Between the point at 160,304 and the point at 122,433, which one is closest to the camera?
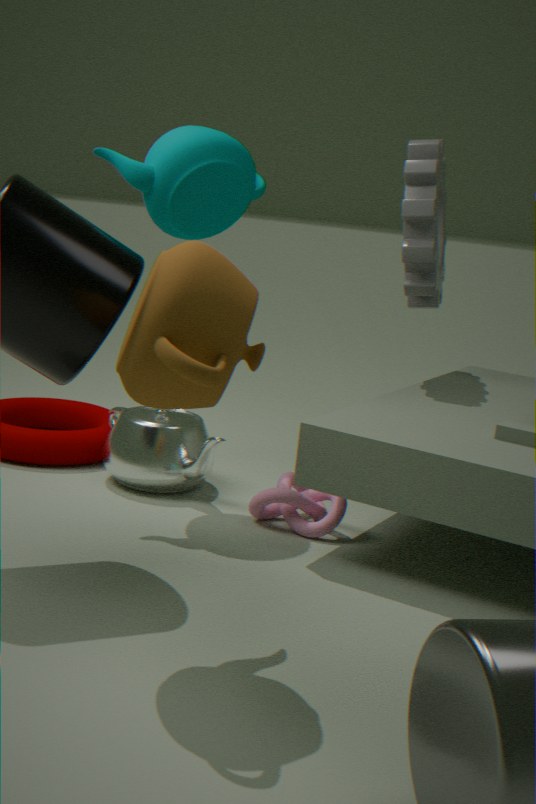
the point at 160,304
